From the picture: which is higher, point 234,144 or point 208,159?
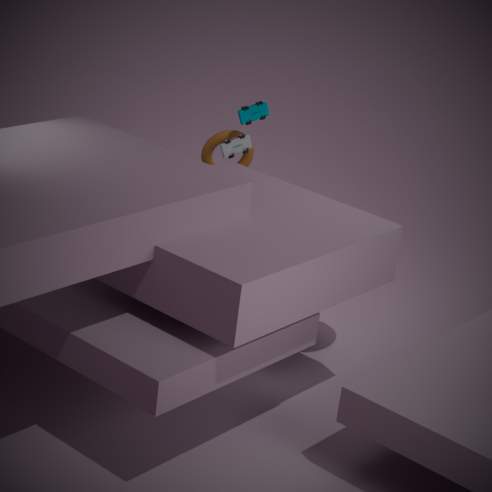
point 234,144
